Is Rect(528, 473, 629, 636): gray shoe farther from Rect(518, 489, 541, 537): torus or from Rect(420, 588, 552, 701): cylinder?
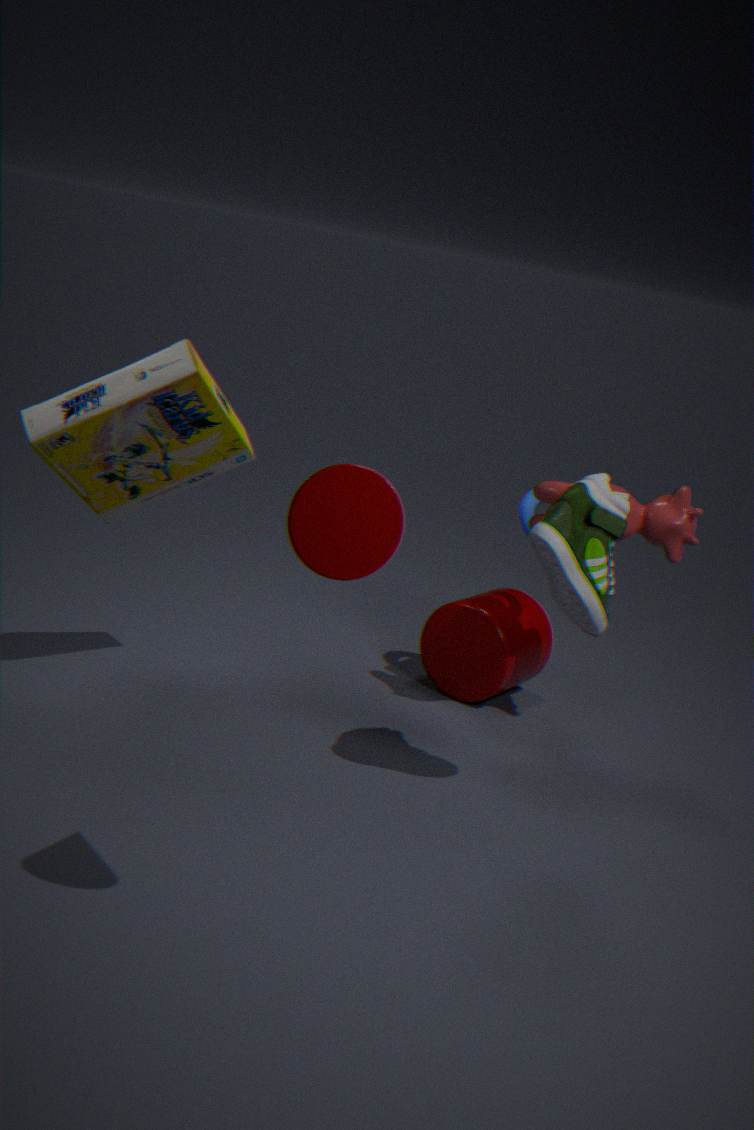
Rect(420, 588, 552, 701): cylinder
